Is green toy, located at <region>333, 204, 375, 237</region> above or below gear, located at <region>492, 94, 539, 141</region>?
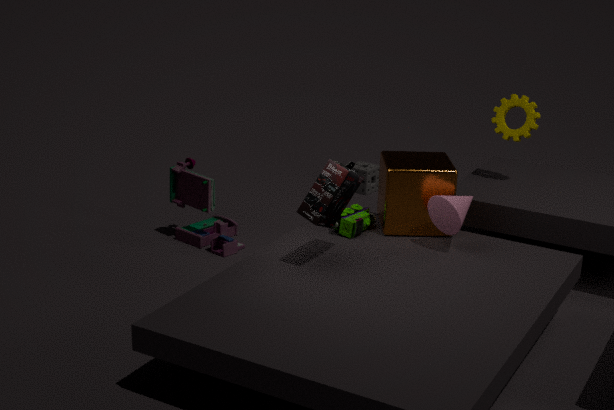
below
